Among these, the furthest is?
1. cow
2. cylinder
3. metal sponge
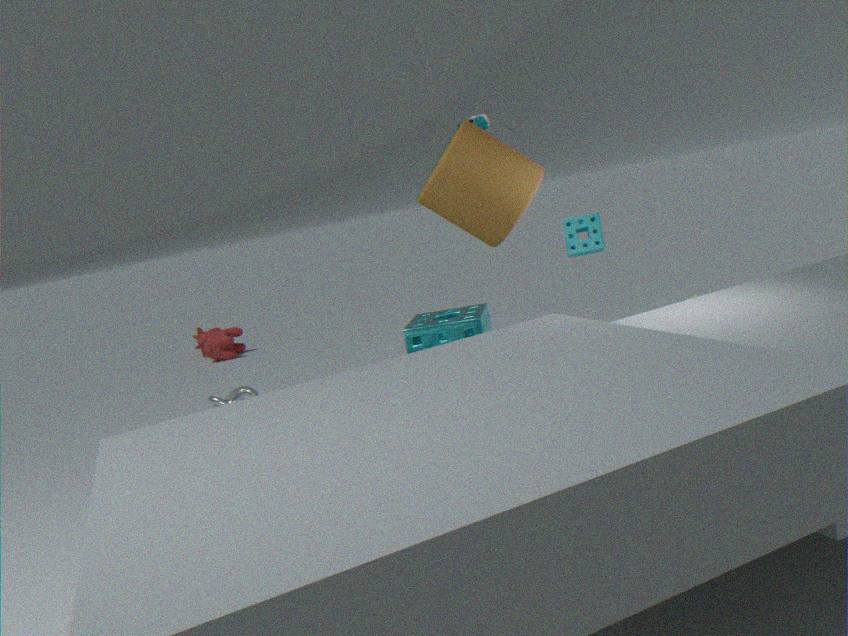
cow
